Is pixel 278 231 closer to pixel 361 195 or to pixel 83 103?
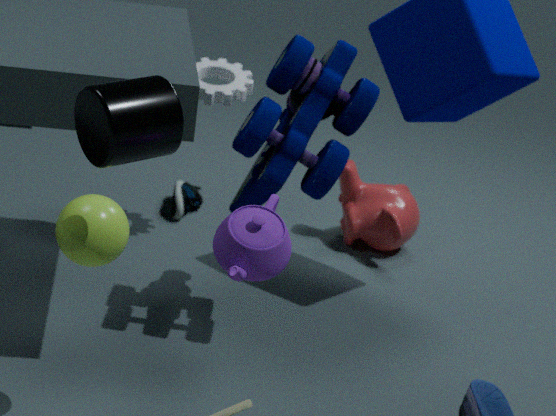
pixel 83 103
